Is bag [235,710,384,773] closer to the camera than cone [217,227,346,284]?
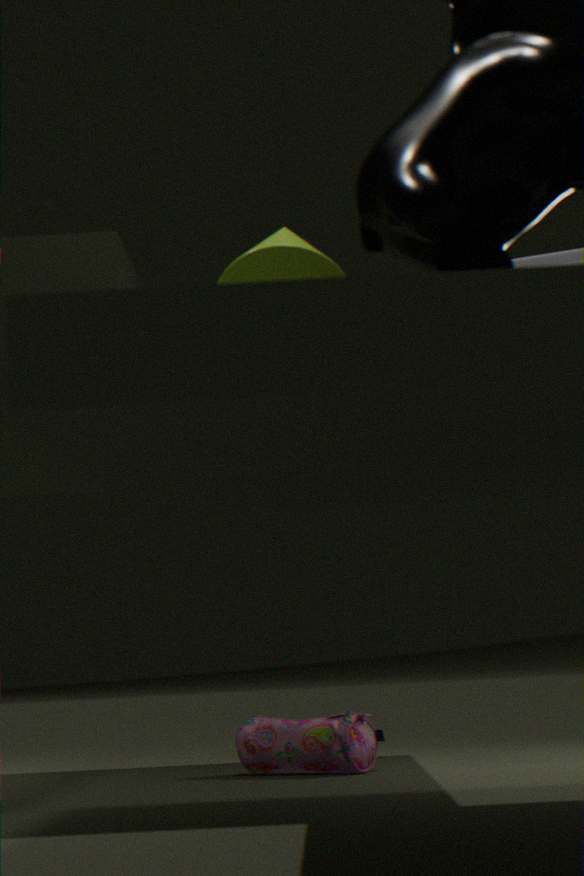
No
